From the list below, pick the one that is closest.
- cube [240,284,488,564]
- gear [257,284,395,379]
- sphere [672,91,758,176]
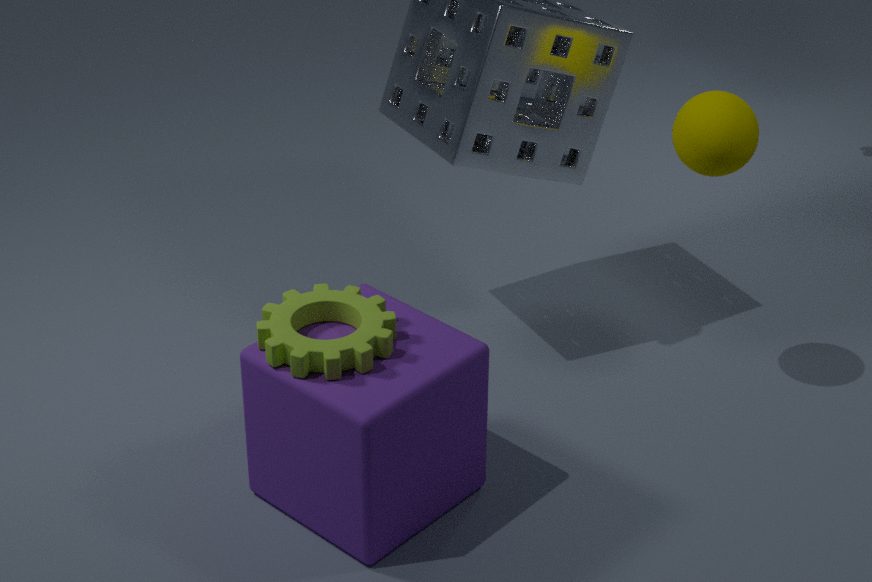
cube [240,284,488,564]
